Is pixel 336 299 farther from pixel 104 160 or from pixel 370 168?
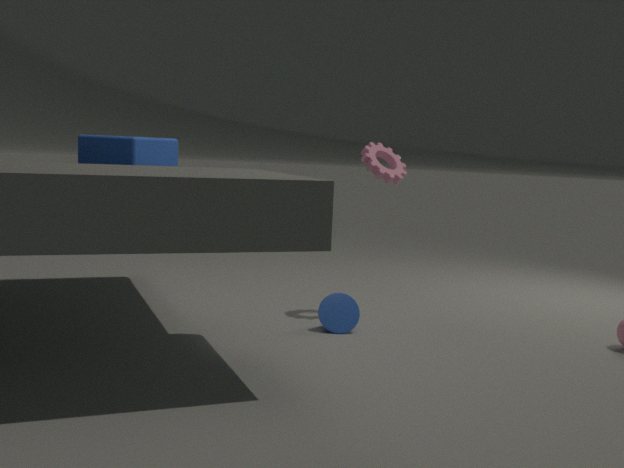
pixel 104 160
